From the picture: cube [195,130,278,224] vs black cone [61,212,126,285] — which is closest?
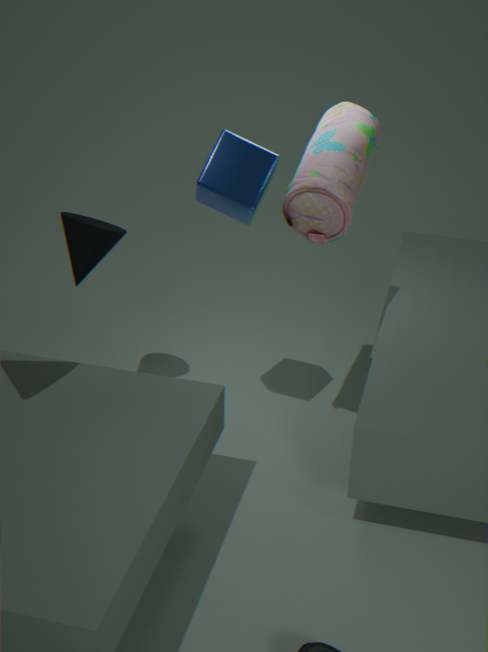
cube [195,130,278,224]
